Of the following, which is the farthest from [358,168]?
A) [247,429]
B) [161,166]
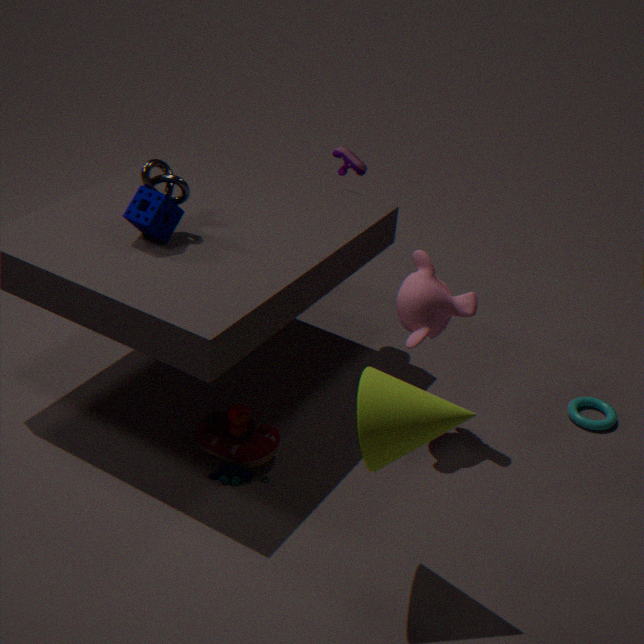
[247,429]
